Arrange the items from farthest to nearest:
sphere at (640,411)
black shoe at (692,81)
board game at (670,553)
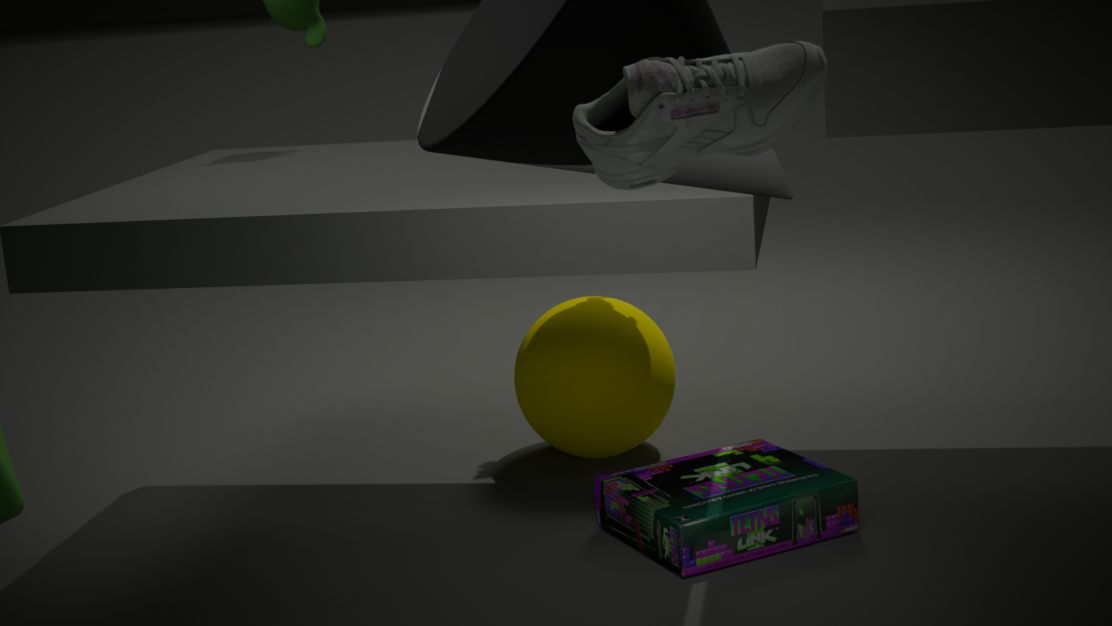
sphere at (640,411), board game at (670,553), black shoe at (692,81)
